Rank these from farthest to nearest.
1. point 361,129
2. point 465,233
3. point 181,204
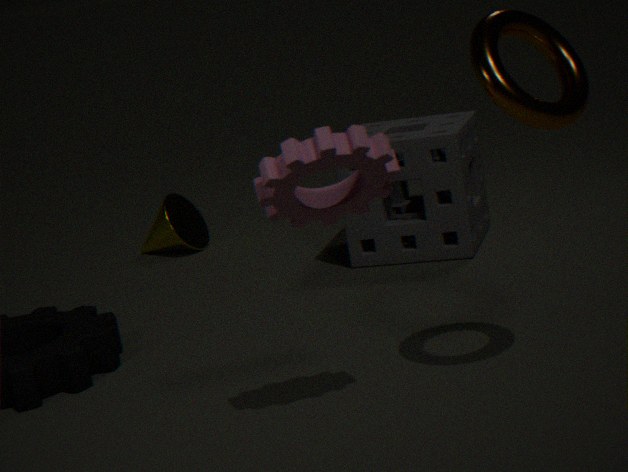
point 181,204 → point 465,233 → point 361,129
